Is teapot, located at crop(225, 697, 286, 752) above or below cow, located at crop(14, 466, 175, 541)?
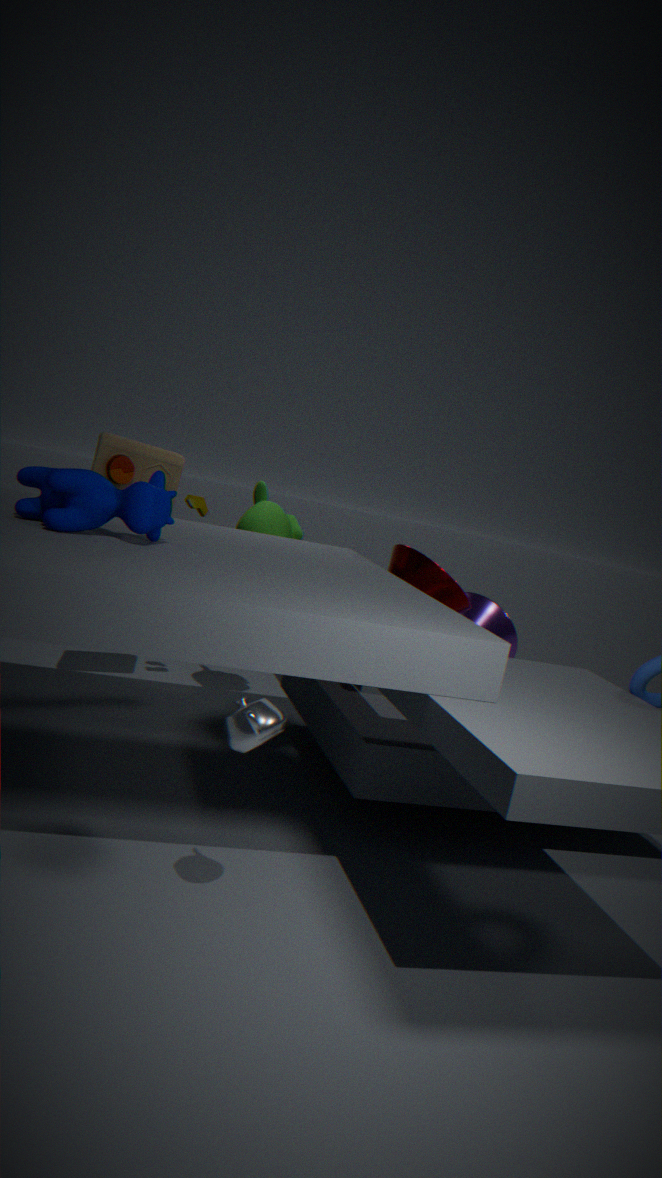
below
